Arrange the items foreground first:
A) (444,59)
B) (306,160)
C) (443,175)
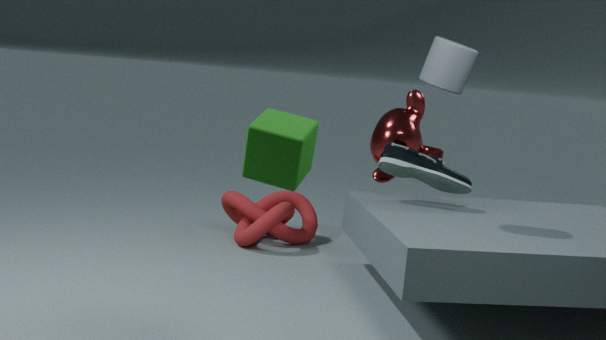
(306,160) < (444,59) < (443,175)
